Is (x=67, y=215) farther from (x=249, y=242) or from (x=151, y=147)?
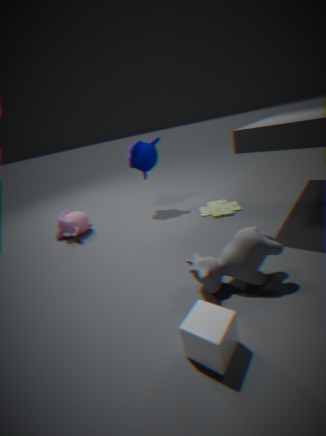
(x=249, y=242)
